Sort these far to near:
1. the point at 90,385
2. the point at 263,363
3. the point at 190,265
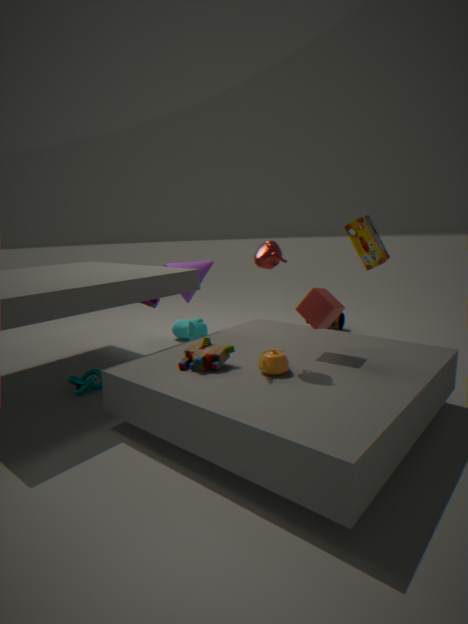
the point at 190,265 < the point at 90,385 < the point at 263,363
